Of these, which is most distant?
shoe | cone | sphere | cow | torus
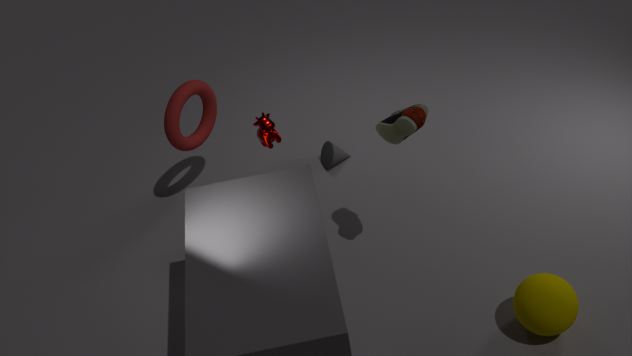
cone
